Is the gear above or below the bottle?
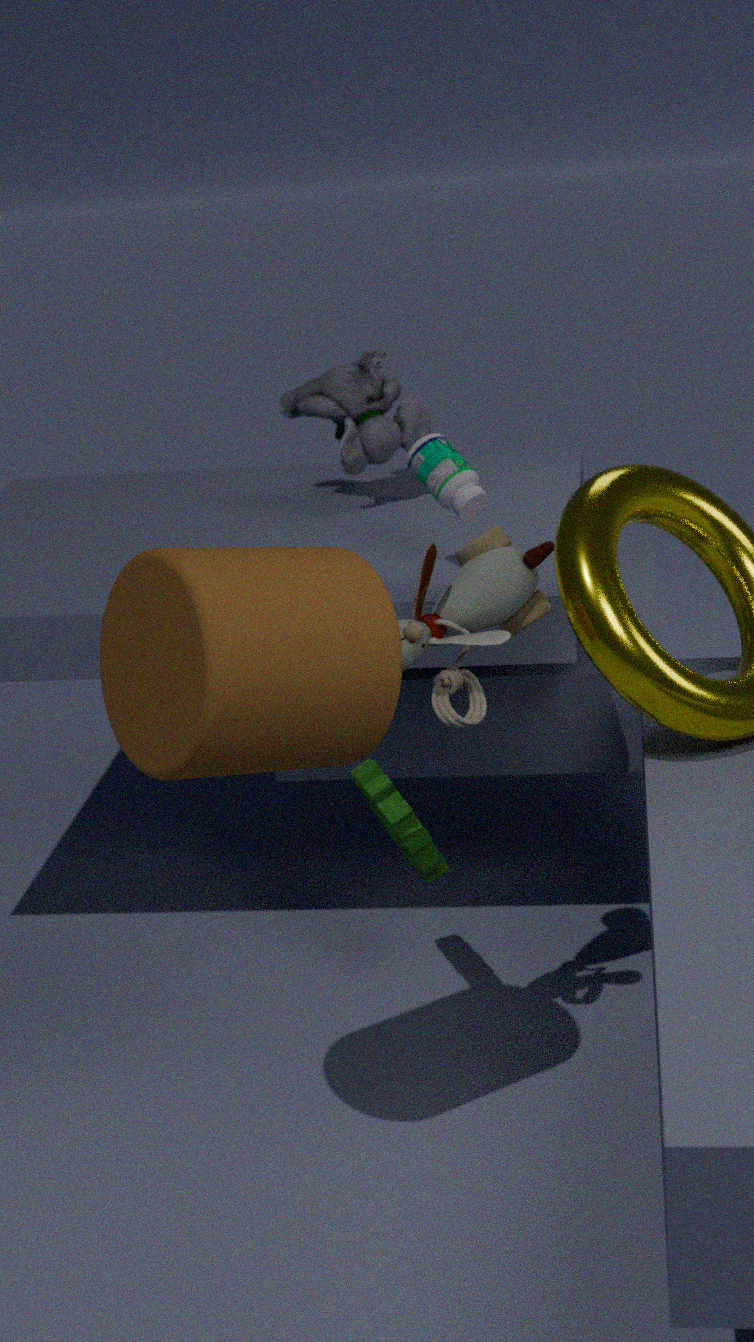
below
